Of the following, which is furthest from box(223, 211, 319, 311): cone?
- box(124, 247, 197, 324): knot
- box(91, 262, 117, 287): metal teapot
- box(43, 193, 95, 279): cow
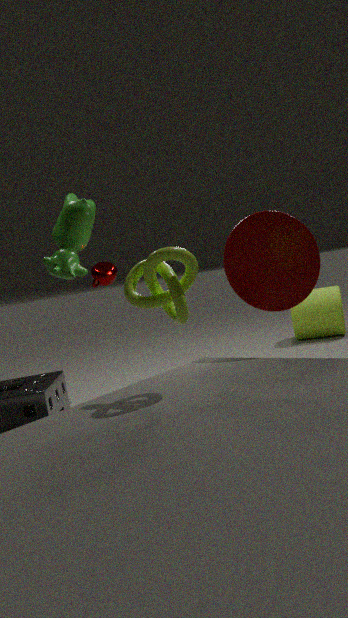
box(91, 262, 117, 287): metal teapot
